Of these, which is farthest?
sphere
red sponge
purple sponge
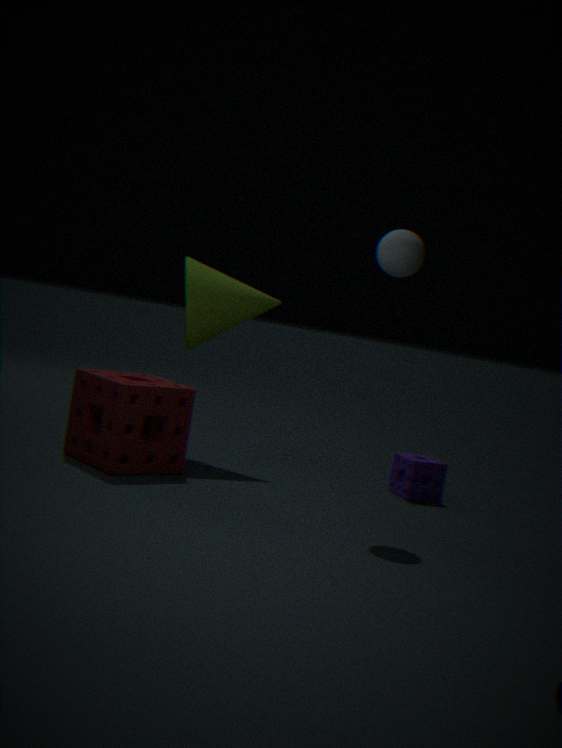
purple sponge
